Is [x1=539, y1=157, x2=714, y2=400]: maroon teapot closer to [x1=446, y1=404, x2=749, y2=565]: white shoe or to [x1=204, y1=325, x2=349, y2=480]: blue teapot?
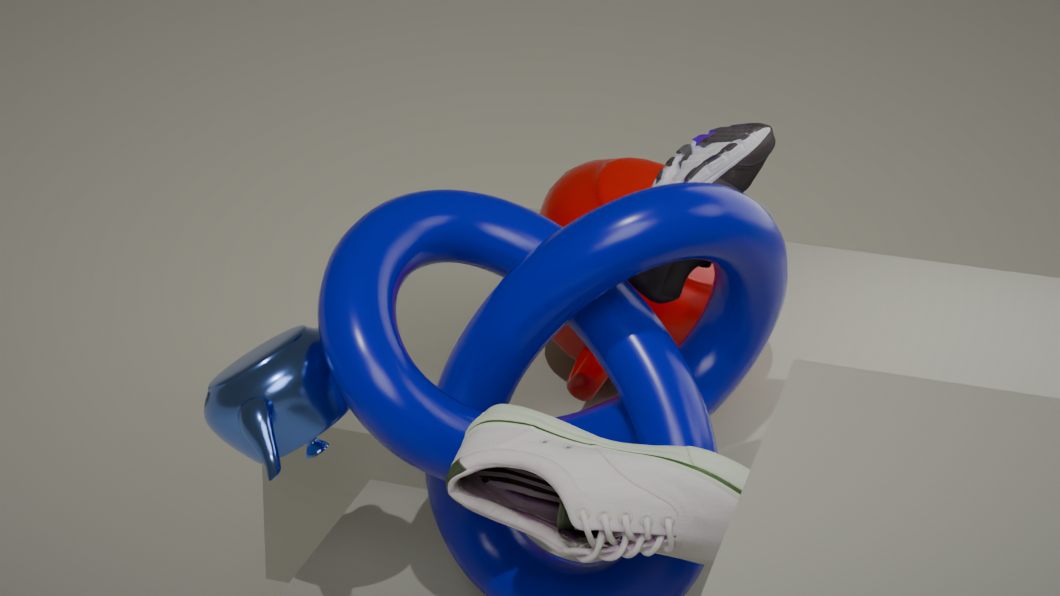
[x1=204, y1=325, x2=349, y2=480]: blue teapot
